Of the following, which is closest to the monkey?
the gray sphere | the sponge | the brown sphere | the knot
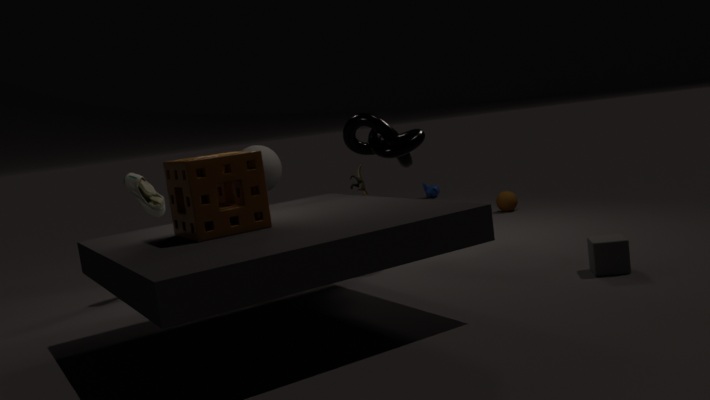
the brown sphere
